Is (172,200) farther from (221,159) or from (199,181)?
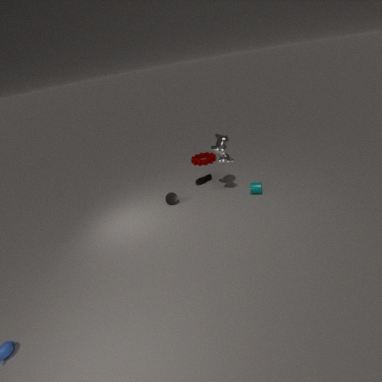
(221,159)
